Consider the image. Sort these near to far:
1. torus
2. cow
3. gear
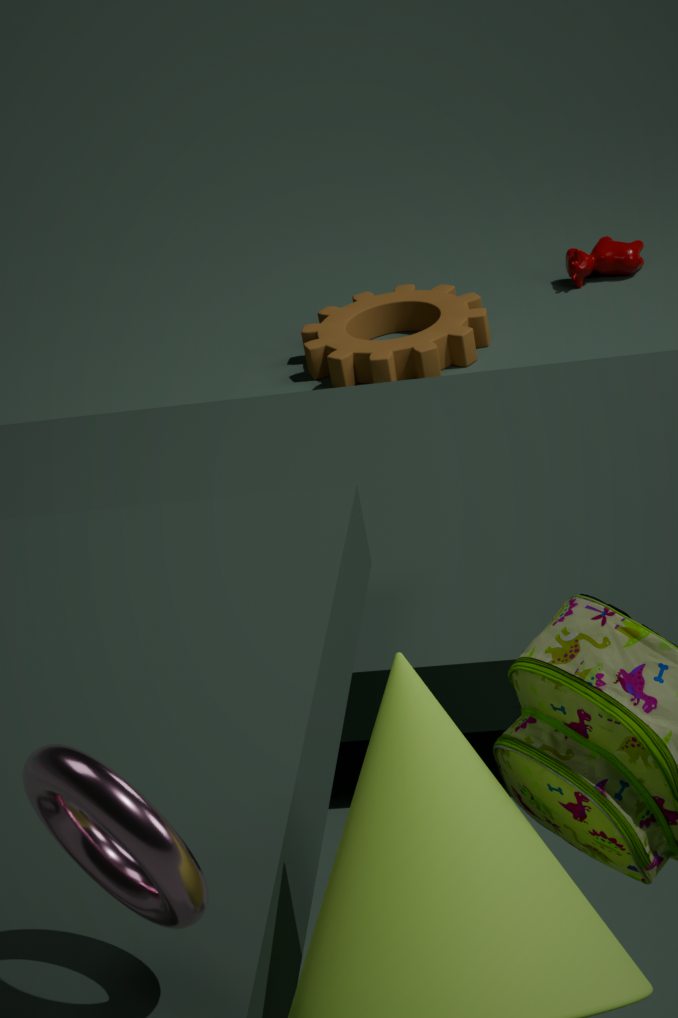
torus < gear < cow
